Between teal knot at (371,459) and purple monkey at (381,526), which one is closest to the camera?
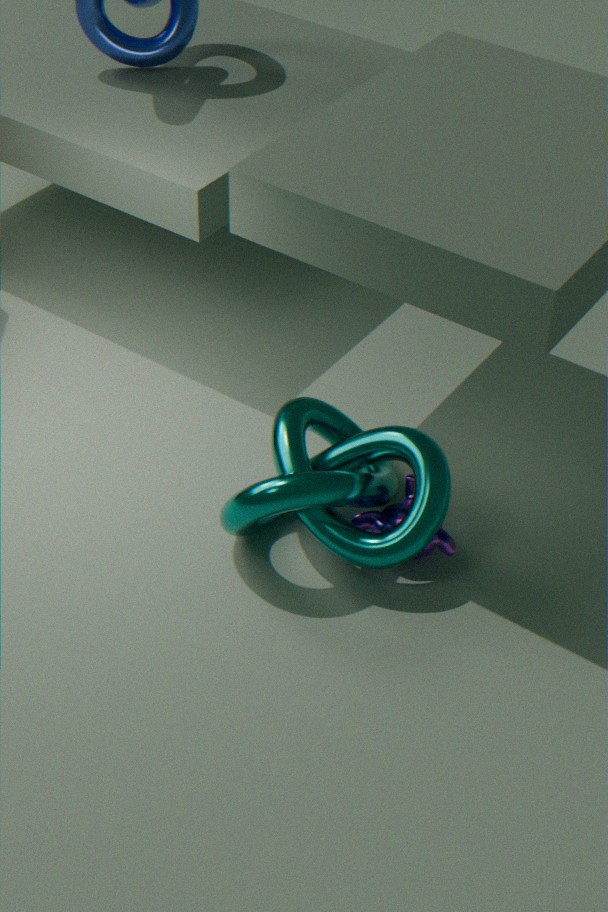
teal knot at (371,459)
